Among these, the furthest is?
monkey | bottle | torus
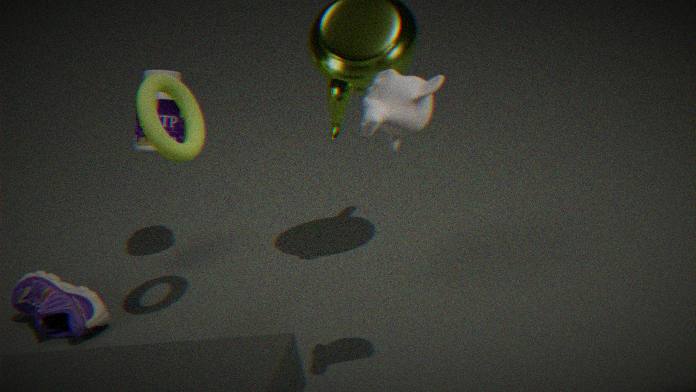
bottle
